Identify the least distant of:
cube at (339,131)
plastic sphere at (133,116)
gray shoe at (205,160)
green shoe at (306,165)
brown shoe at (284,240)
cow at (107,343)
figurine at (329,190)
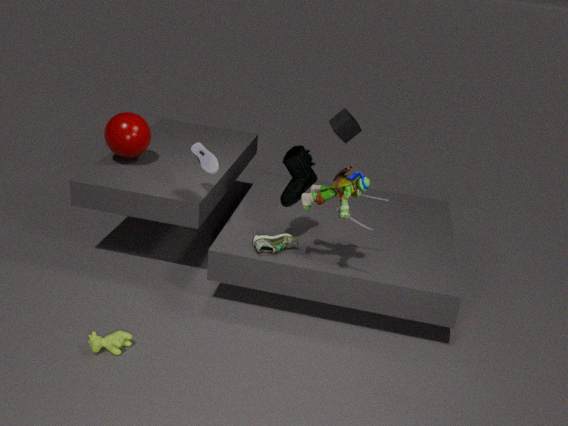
figurine at (329,190)
